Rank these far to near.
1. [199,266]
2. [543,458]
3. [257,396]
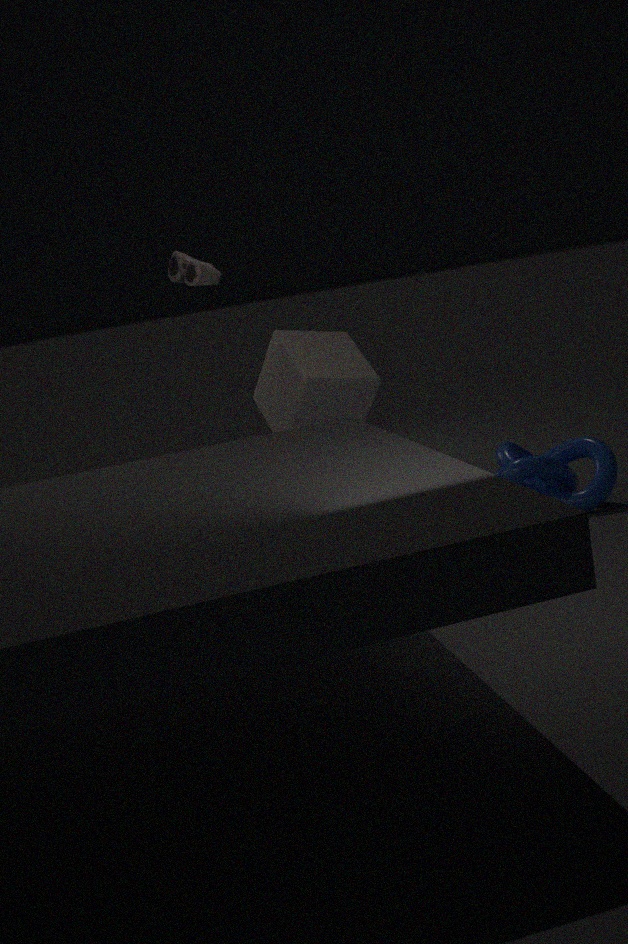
1. [257,396]
2. [543,458]
3. [199,266]
